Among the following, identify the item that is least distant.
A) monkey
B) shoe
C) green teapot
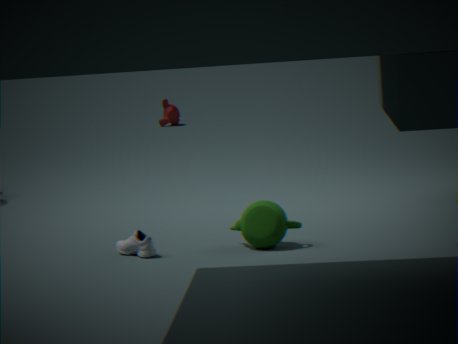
C. green teapot
